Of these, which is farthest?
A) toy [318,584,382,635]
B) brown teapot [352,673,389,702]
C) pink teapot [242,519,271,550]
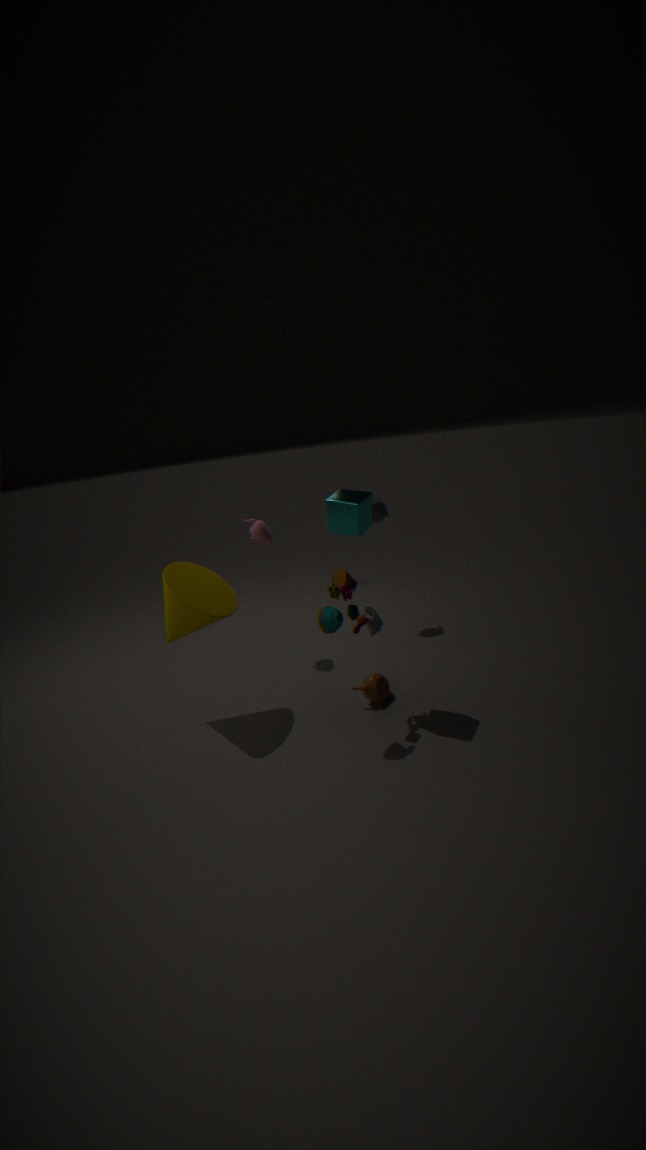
pink teapot [242,519,271,550]
